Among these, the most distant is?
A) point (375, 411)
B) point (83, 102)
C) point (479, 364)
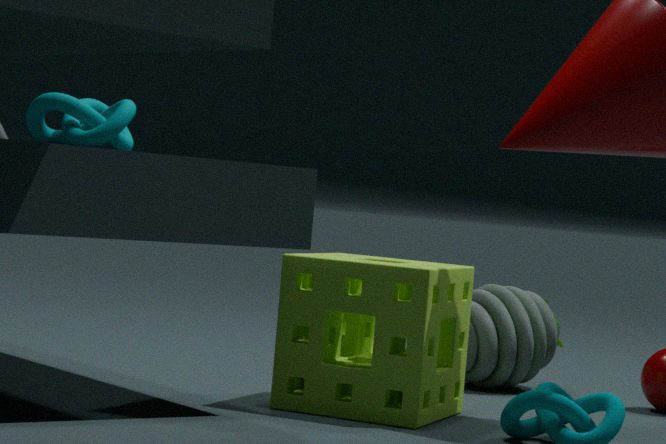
point (479, 364)
